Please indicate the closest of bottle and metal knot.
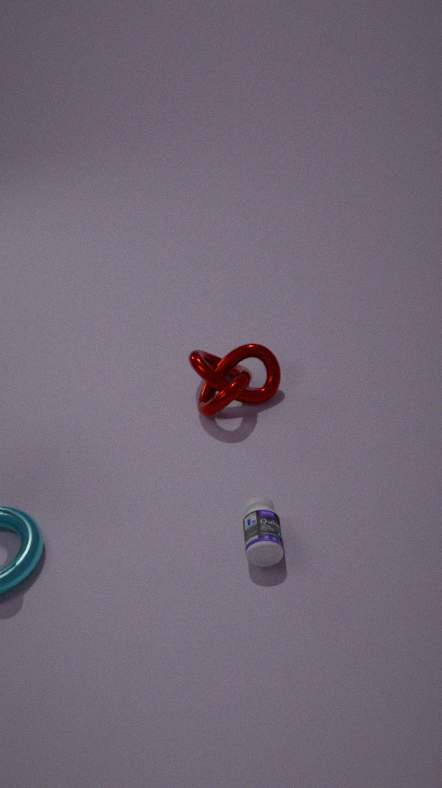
bottle
